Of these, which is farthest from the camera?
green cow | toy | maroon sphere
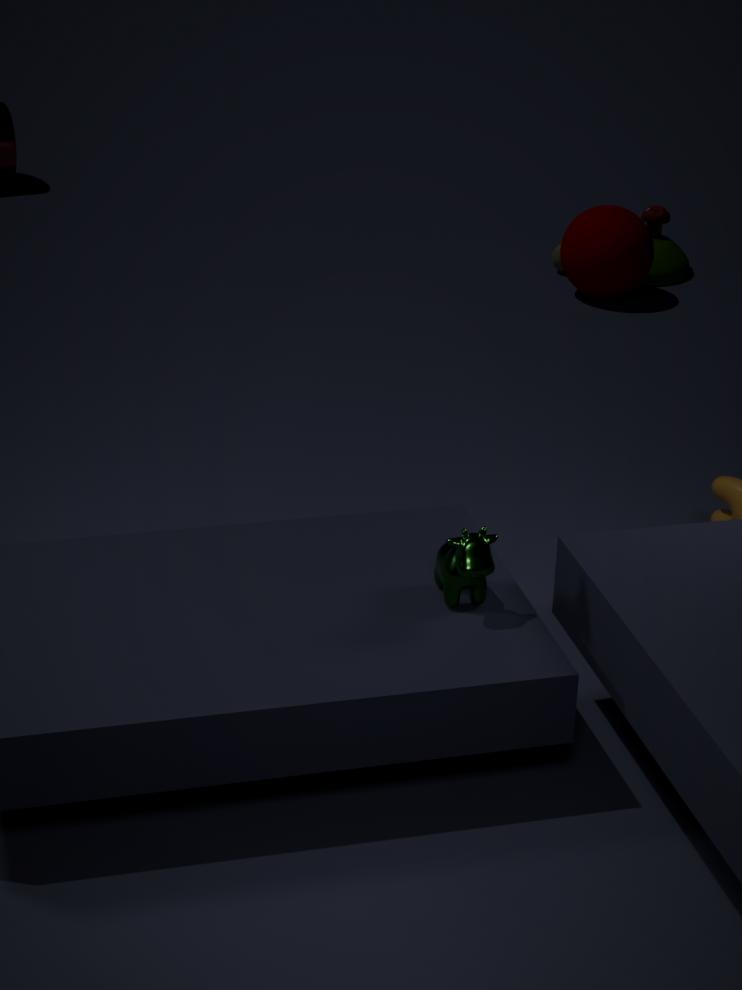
toy
